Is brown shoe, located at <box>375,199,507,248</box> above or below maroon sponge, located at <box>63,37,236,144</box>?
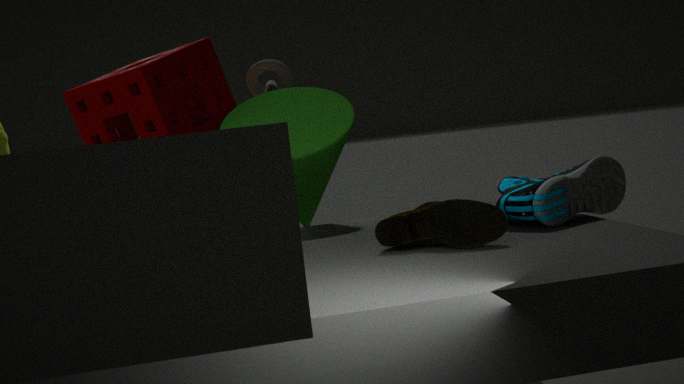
below
